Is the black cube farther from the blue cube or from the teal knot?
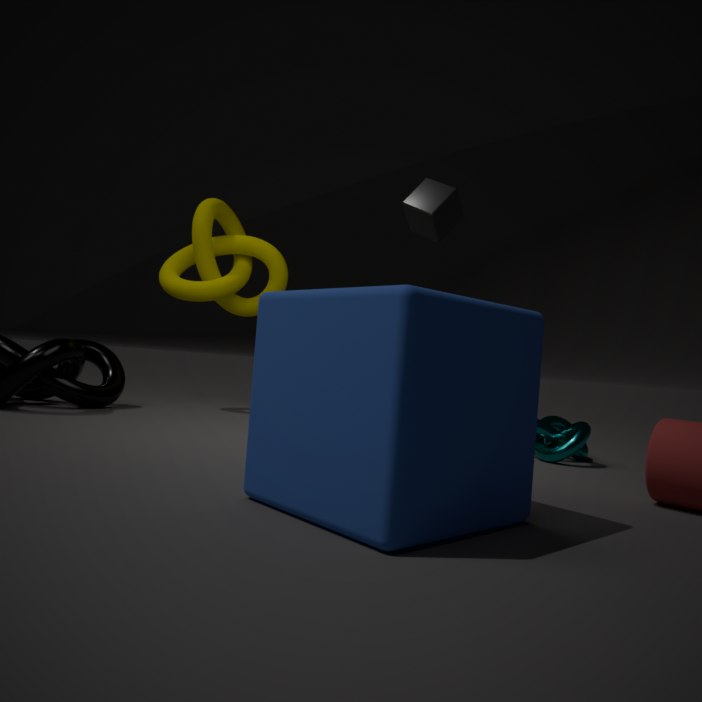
the blue cube
